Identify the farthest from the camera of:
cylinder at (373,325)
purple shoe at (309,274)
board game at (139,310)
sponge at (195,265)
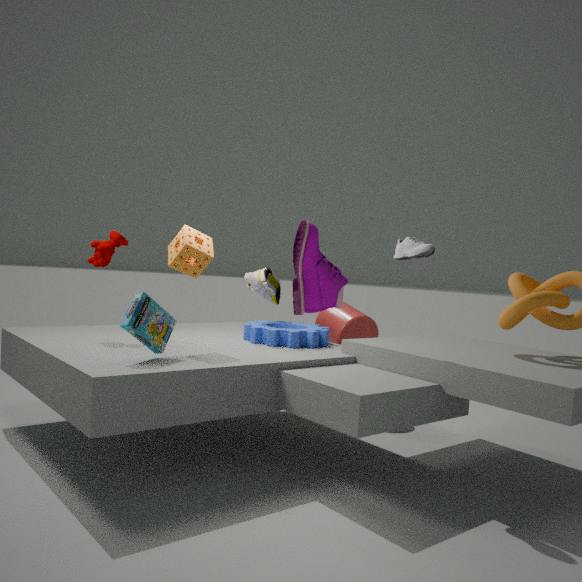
cylinder at (373,325)
